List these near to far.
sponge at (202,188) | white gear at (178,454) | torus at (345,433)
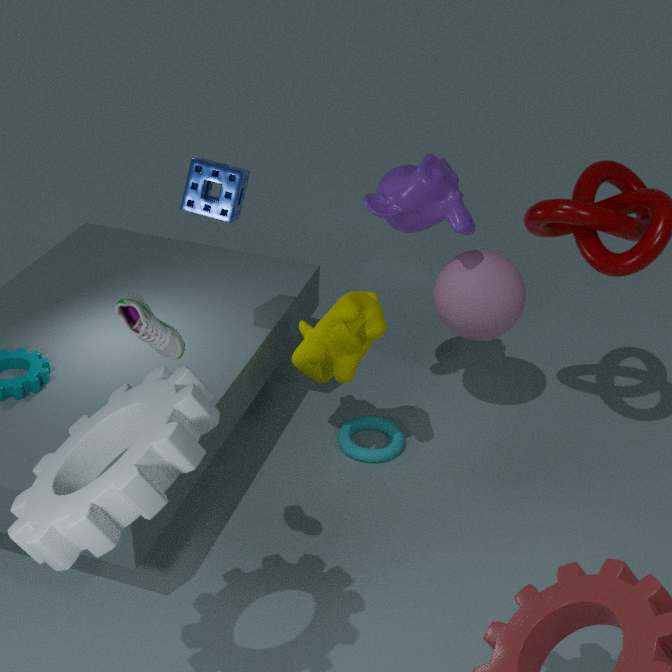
white gear at (178,454) → sponge at (202,188) → torus at (345,433)
